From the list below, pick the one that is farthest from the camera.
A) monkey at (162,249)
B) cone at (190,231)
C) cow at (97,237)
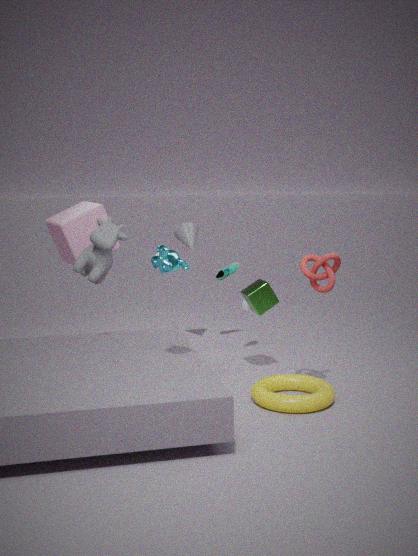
cone at (190,231)
